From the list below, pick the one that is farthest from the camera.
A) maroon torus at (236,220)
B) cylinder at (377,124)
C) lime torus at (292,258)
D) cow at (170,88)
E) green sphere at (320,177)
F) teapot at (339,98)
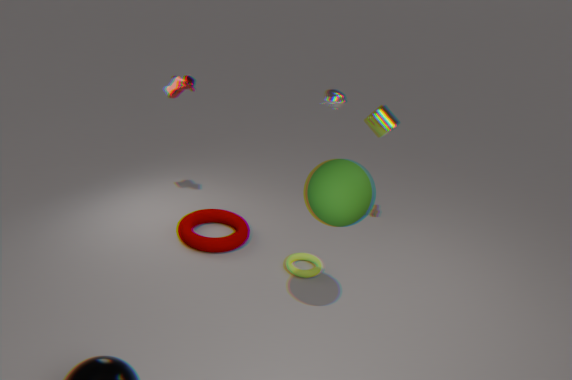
cylinder at (377,124)
